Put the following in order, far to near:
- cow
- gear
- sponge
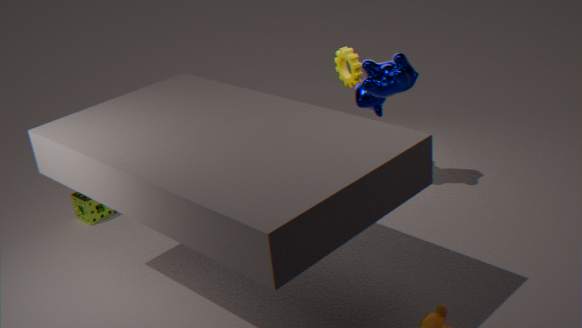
gear
sponge
cow
